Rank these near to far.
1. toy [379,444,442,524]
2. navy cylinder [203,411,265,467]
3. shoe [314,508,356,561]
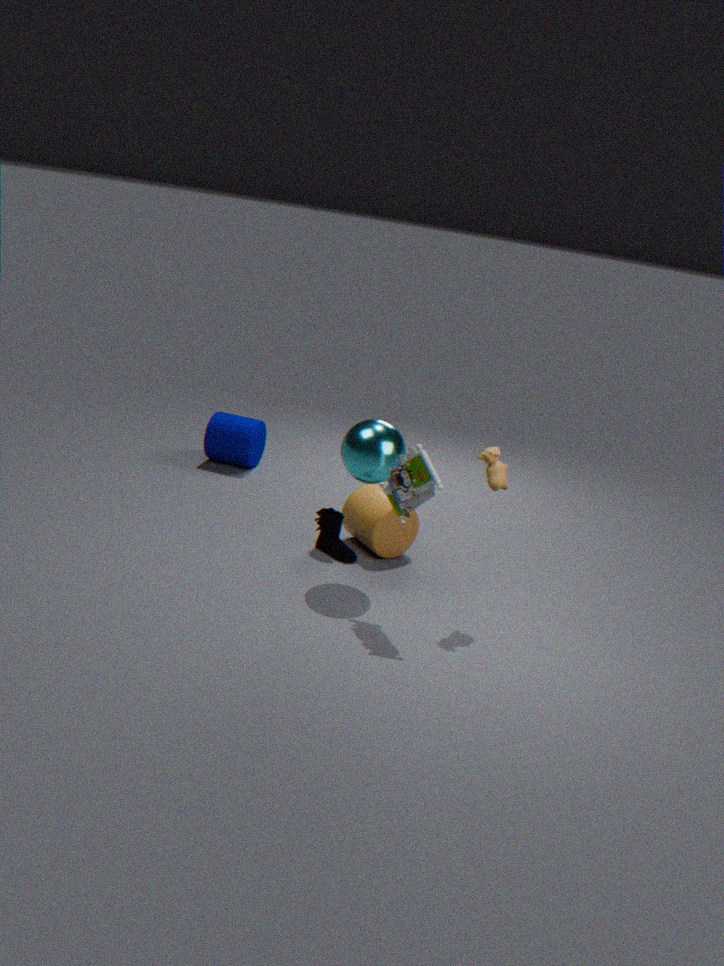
1. toy [379,444,442,524]
2. shoe [314,508,356,561]
3. navy cylinder [203,411,265,467]
